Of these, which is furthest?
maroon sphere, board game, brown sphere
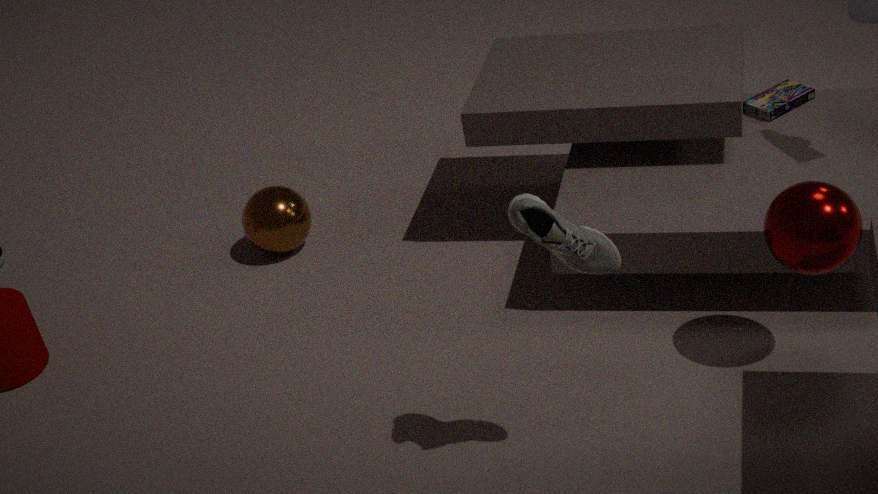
brown sphere
